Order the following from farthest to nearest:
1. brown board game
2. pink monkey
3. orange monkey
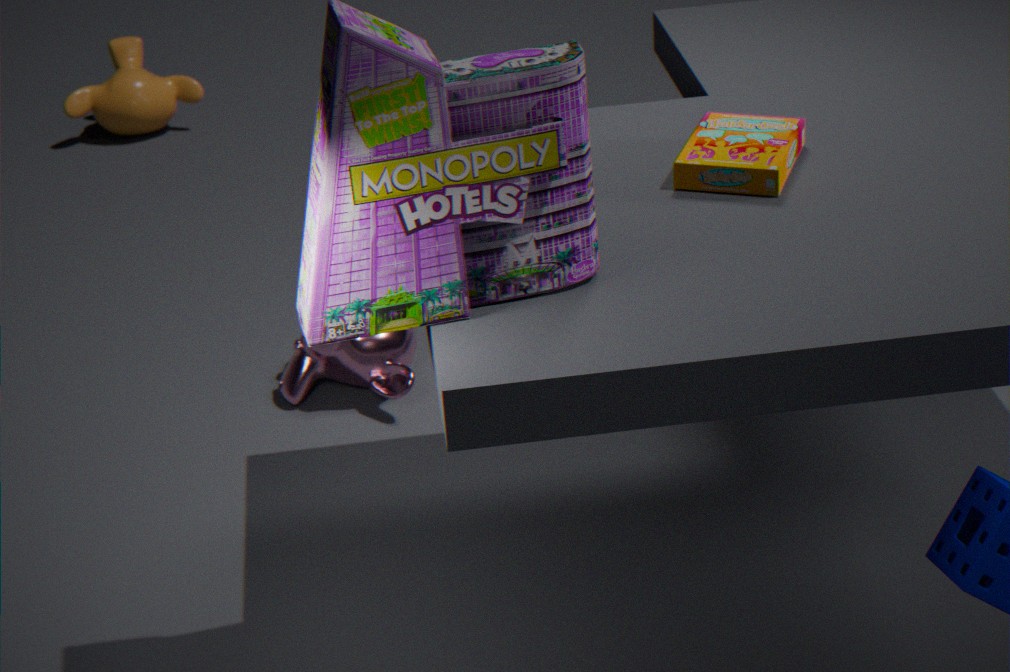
orange monkey
pink monkey
brown board game
